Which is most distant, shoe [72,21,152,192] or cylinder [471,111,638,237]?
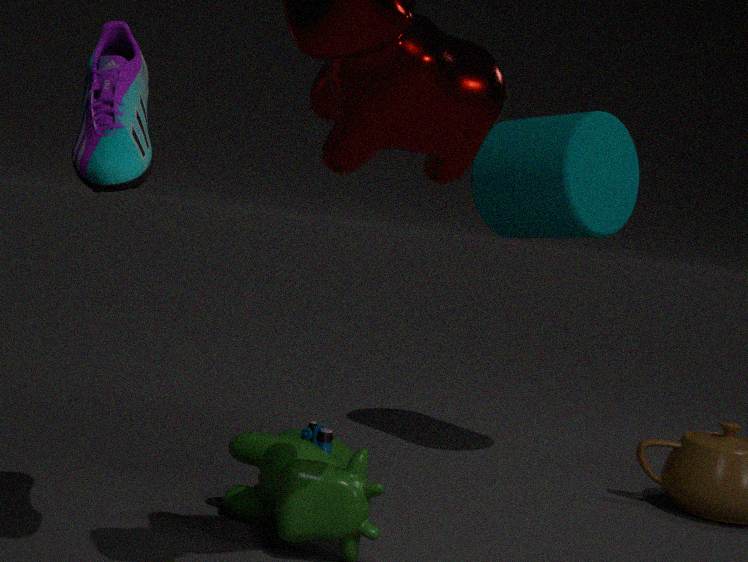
cylinder [471,111,638,237]
